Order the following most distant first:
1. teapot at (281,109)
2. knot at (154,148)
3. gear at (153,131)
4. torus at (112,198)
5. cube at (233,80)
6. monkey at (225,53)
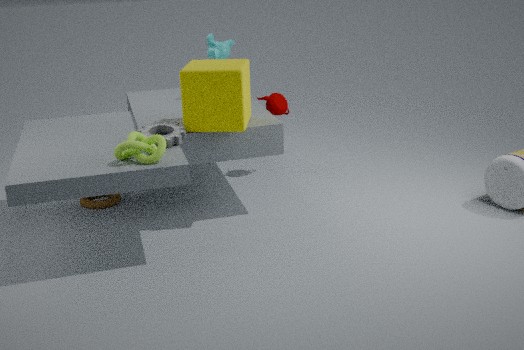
teapot at (281,109)
monkey at (225,53)
torus at (112,198)
cube at (233,80)
gear at (153,131)
knot at (154,148)
